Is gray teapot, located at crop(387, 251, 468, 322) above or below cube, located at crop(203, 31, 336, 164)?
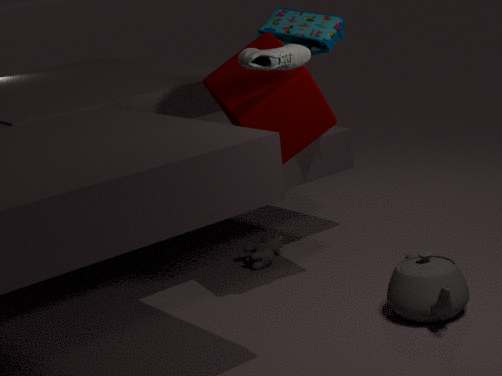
below
